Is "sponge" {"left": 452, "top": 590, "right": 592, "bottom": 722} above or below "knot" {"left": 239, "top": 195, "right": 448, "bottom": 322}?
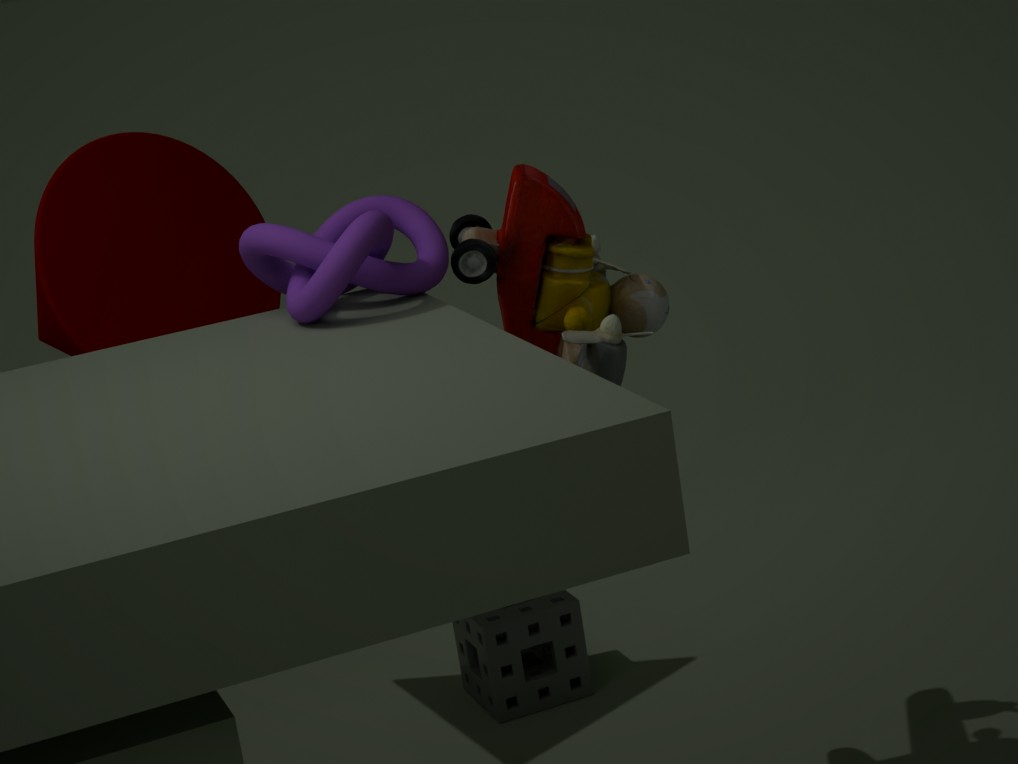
below
